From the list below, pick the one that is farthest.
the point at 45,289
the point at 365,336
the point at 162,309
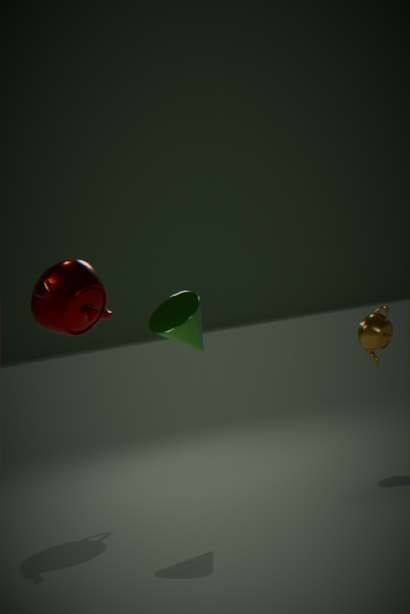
the point at 365,336
